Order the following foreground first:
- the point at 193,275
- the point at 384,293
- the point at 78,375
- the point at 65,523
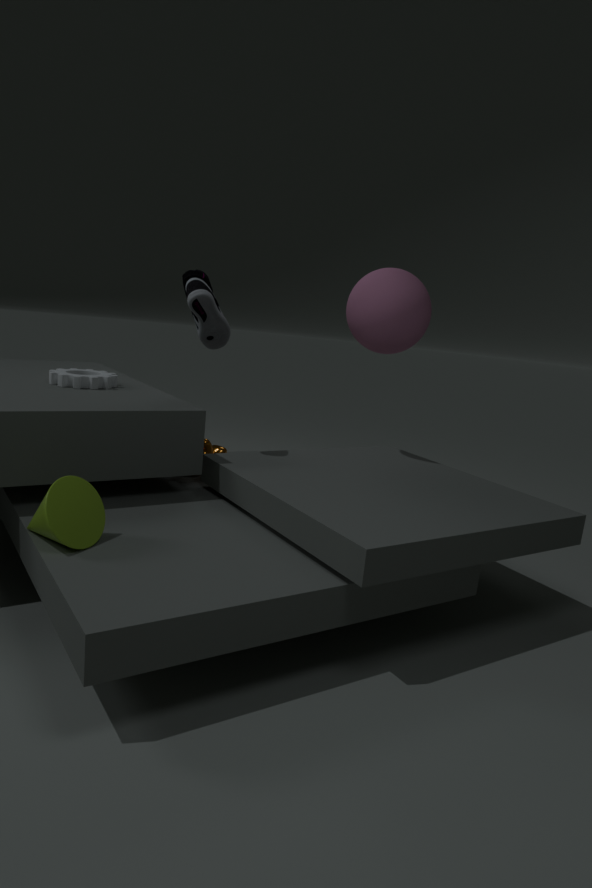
the point at 65,523
the point at 193,275
the point at 384,293
the point at 78,375
